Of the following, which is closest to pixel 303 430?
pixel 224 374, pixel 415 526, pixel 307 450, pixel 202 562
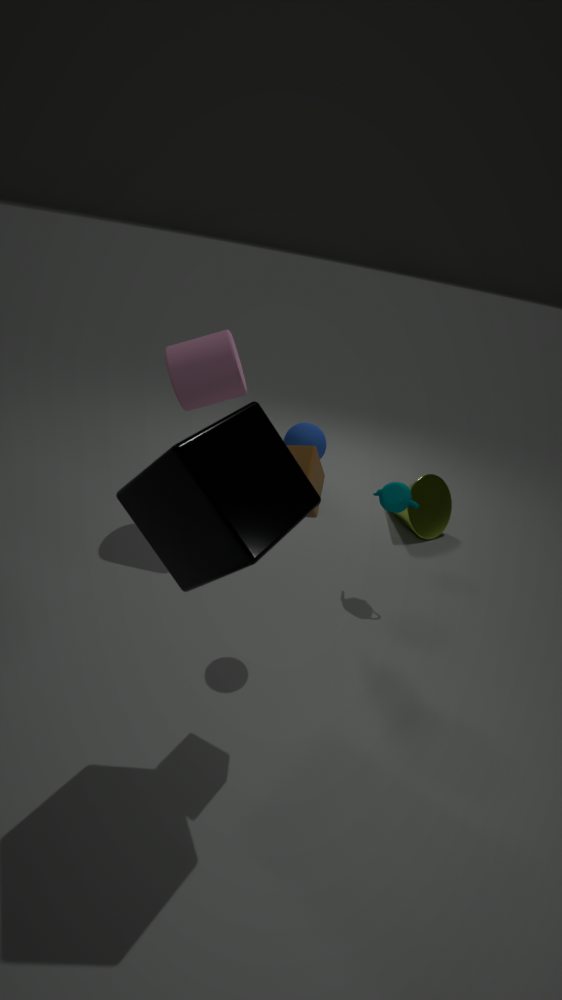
pixel 307 450
